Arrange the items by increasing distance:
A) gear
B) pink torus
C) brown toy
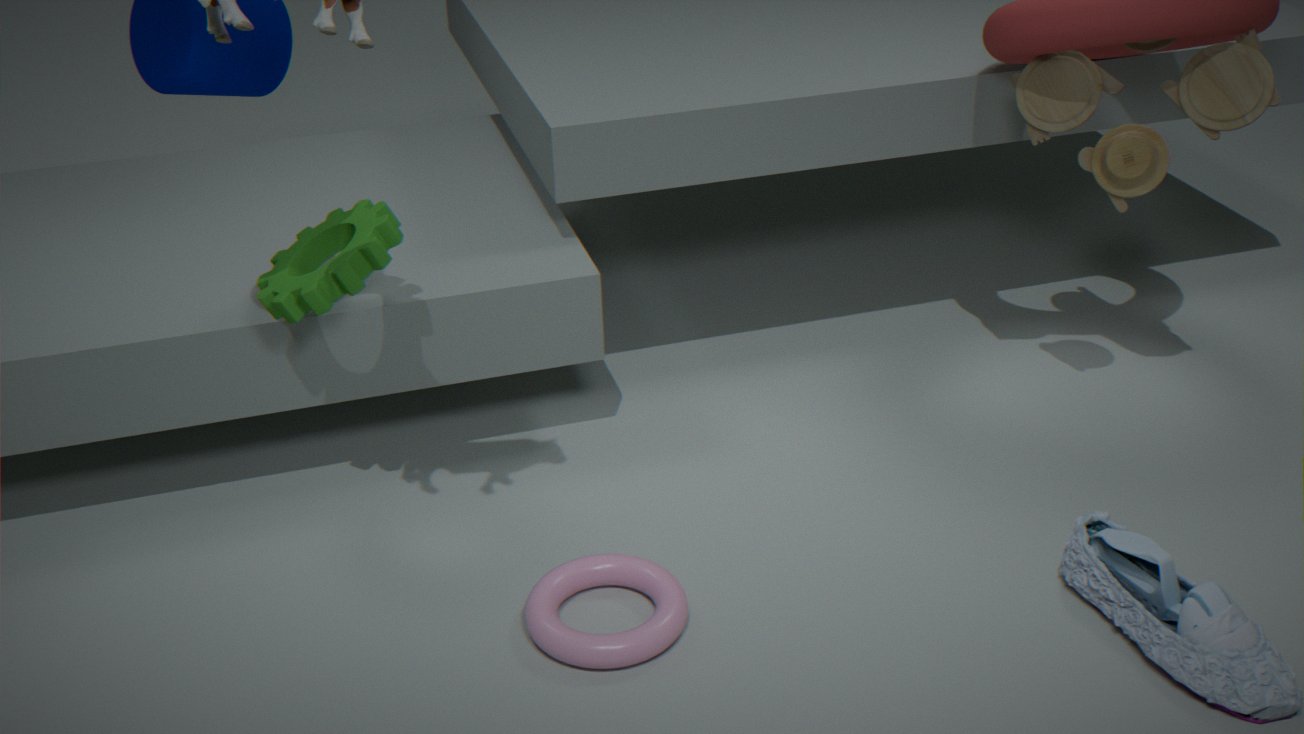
pink torus
gear
brown toy
